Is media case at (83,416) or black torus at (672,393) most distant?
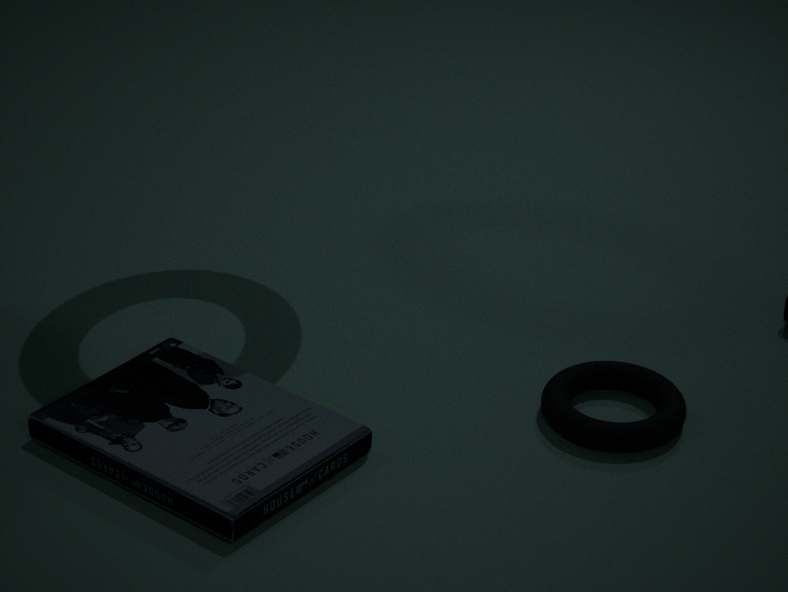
black torus at (672,393)
